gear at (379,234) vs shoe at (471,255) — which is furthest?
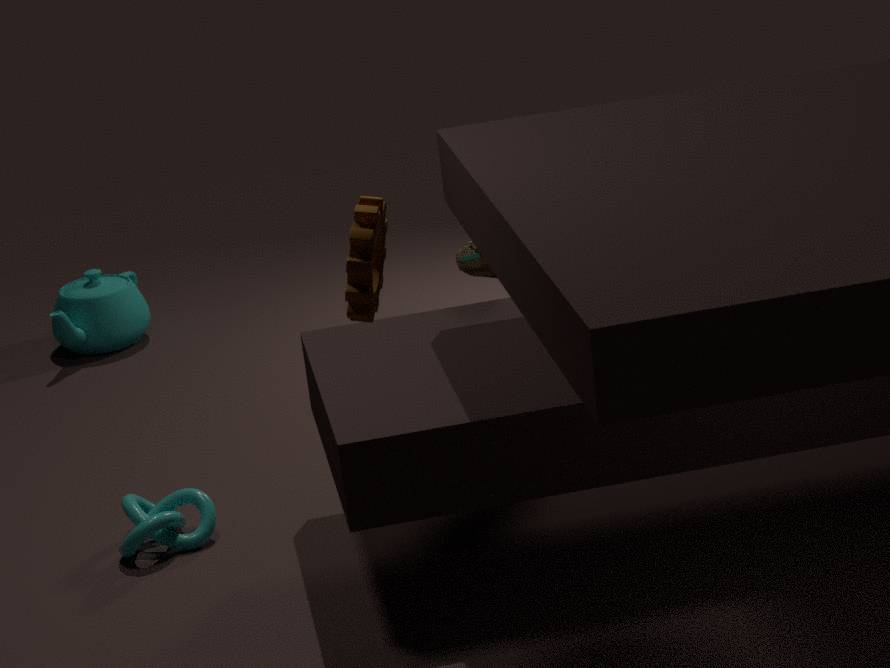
shoe at (471,255)
